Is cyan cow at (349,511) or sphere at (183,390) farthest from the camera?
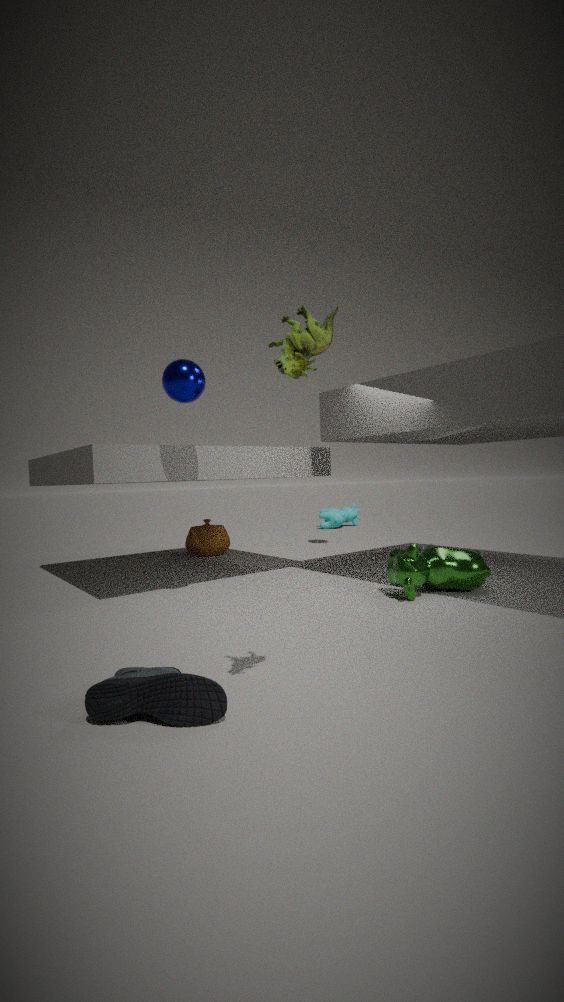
cyan cow at (349,511)
